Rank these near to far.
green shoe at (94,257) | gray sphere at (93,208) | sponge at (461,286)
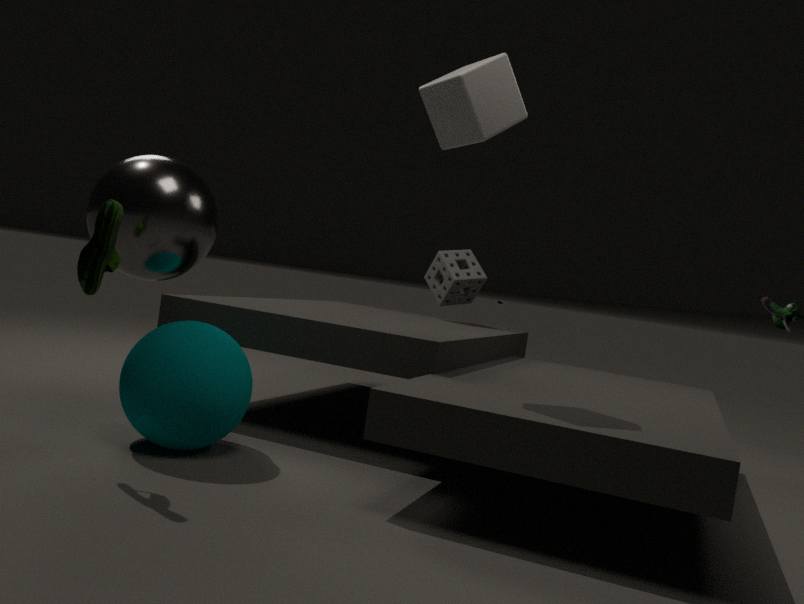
green shoe at (94,257), gray sphere at (93,208), sponge at (461,286)
